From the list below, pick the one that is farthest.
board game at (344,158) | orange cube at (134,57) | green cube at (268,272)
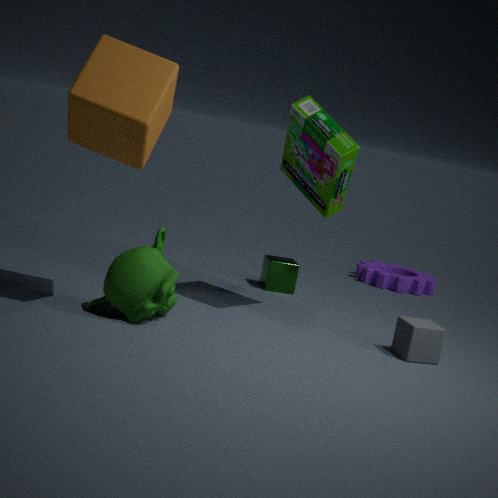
green cube at (268,272)
